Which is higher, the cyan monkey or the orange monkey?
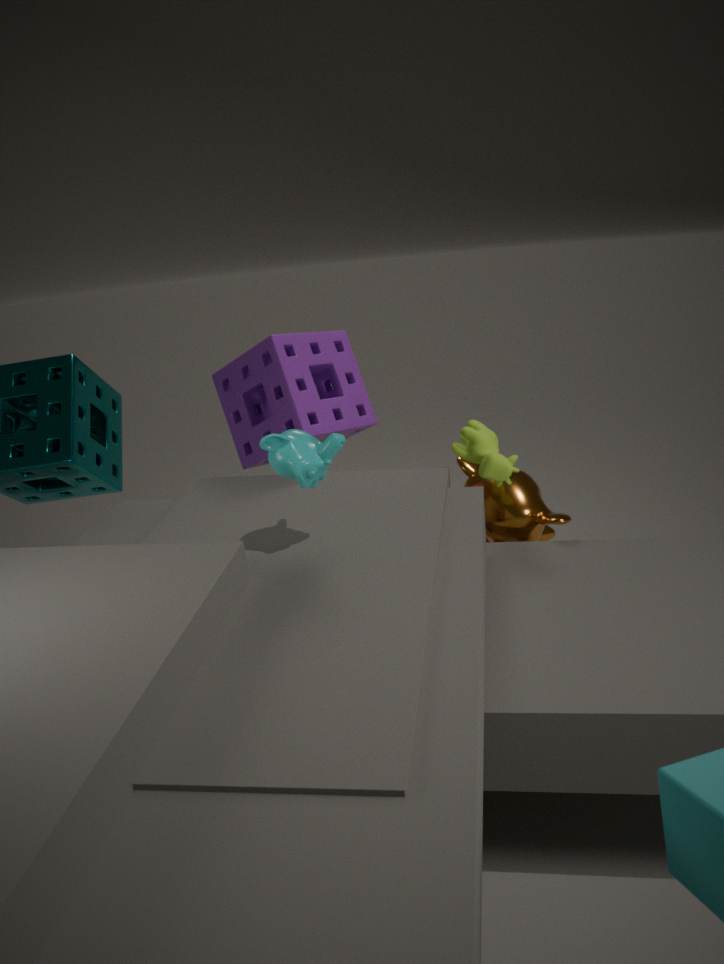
the cyan monkey
